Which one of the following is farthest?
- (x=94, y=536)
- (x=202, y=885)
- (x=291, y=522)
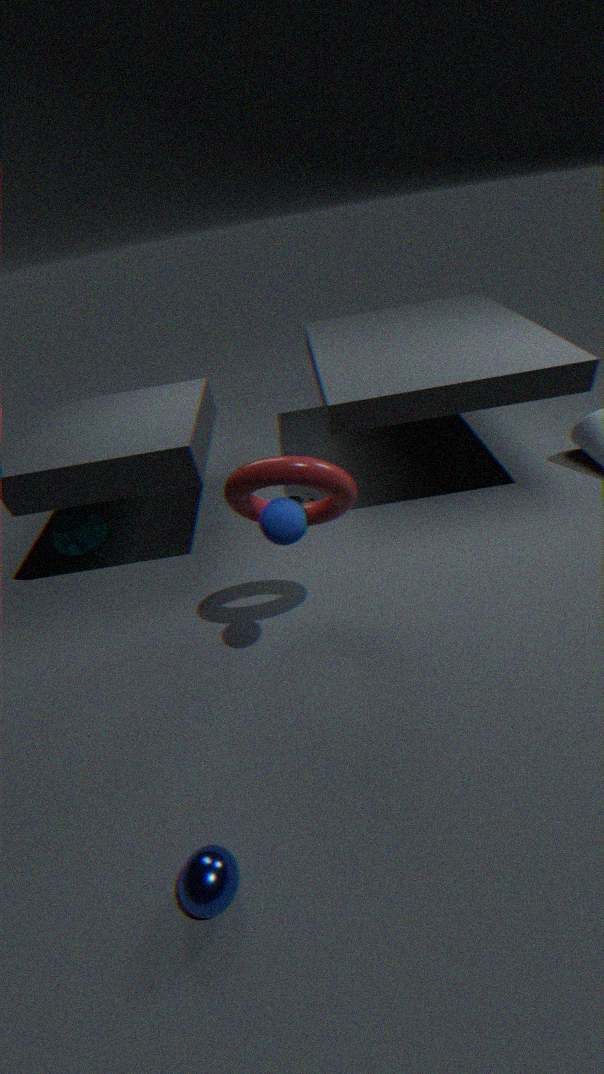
(x=94, y=536)
